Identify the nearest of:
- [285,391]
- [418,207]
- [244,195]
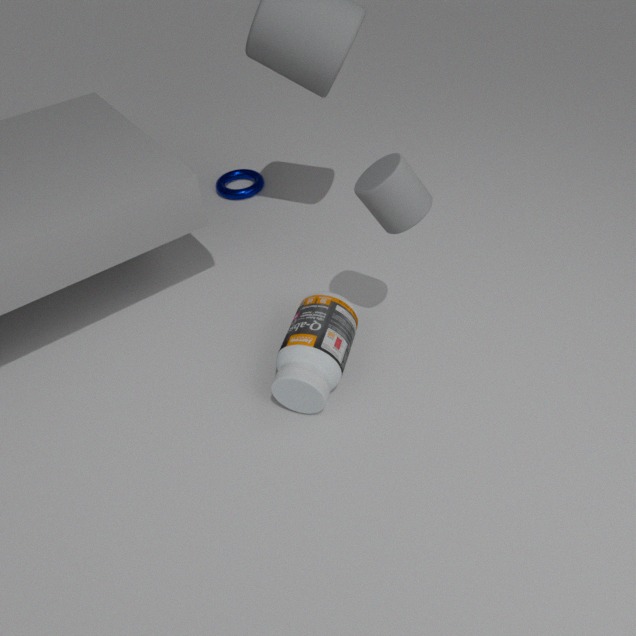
[418,207]
